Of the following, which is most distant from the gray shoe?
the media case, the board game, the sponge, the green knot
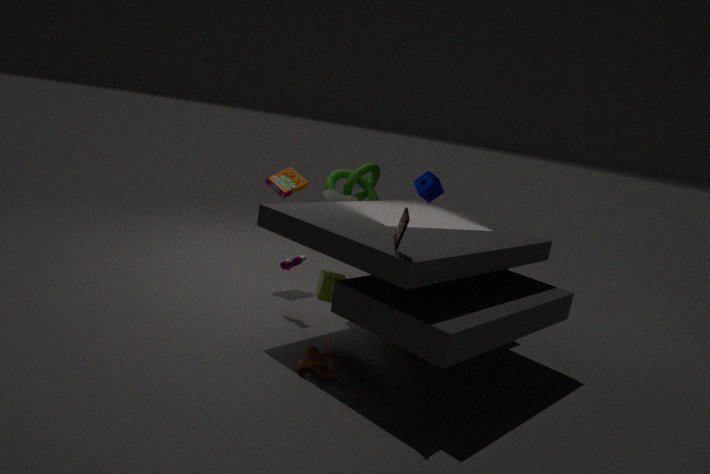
the media case
